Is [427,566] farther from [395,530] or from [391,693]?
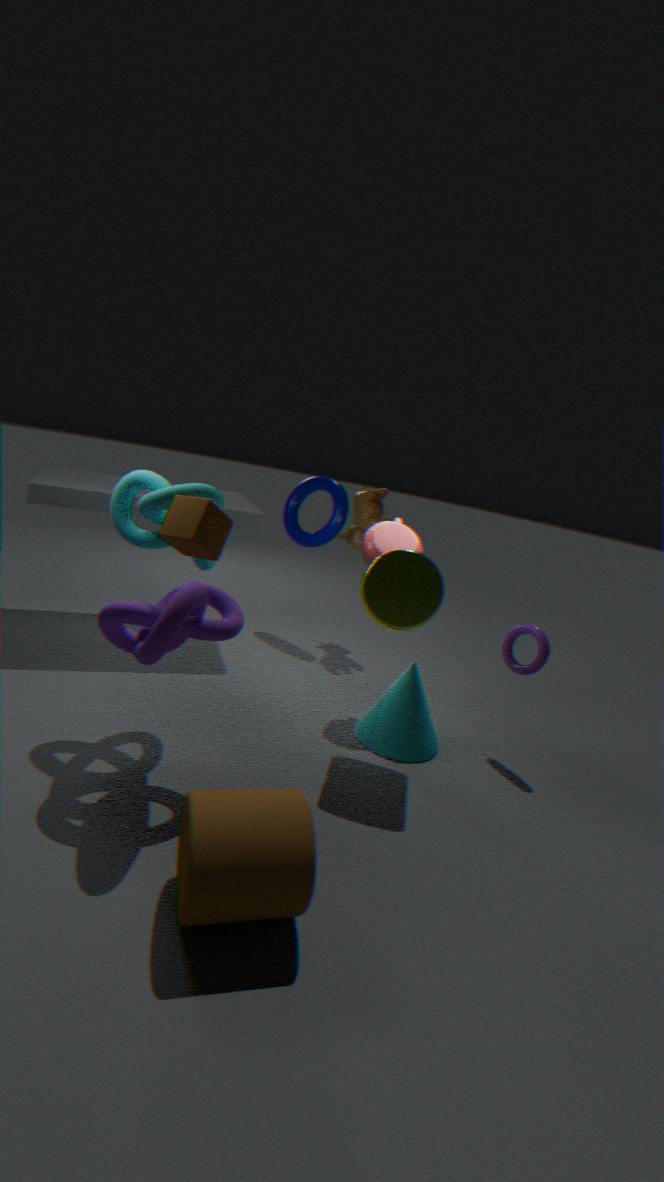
[391,693]
